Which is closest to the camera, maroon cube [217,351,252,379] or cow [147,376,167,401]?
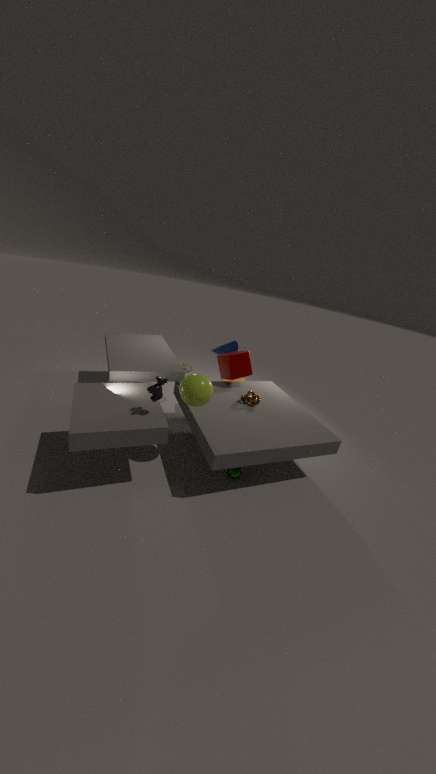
cow [147,376,167,401]
